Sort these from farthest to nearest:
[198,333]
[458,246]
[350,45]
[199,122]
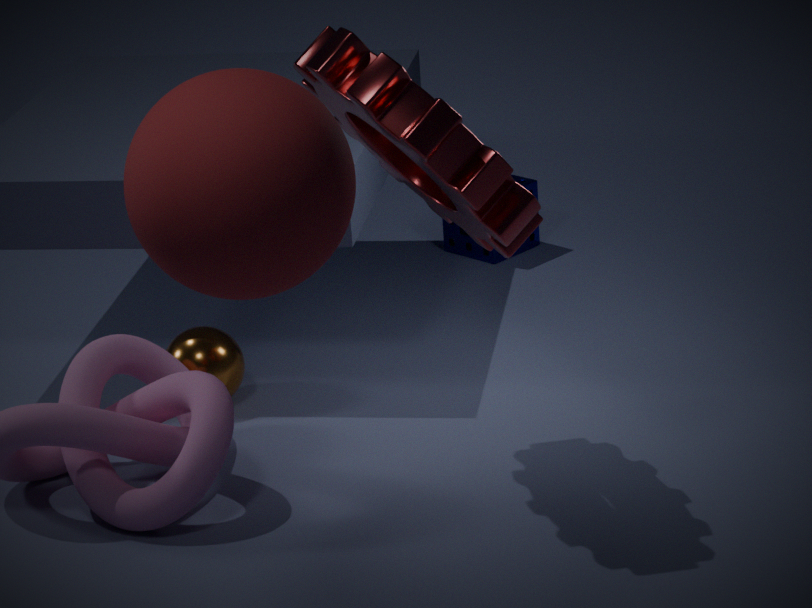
[458,246] → [198,333] → [350,45] → [199,122]
